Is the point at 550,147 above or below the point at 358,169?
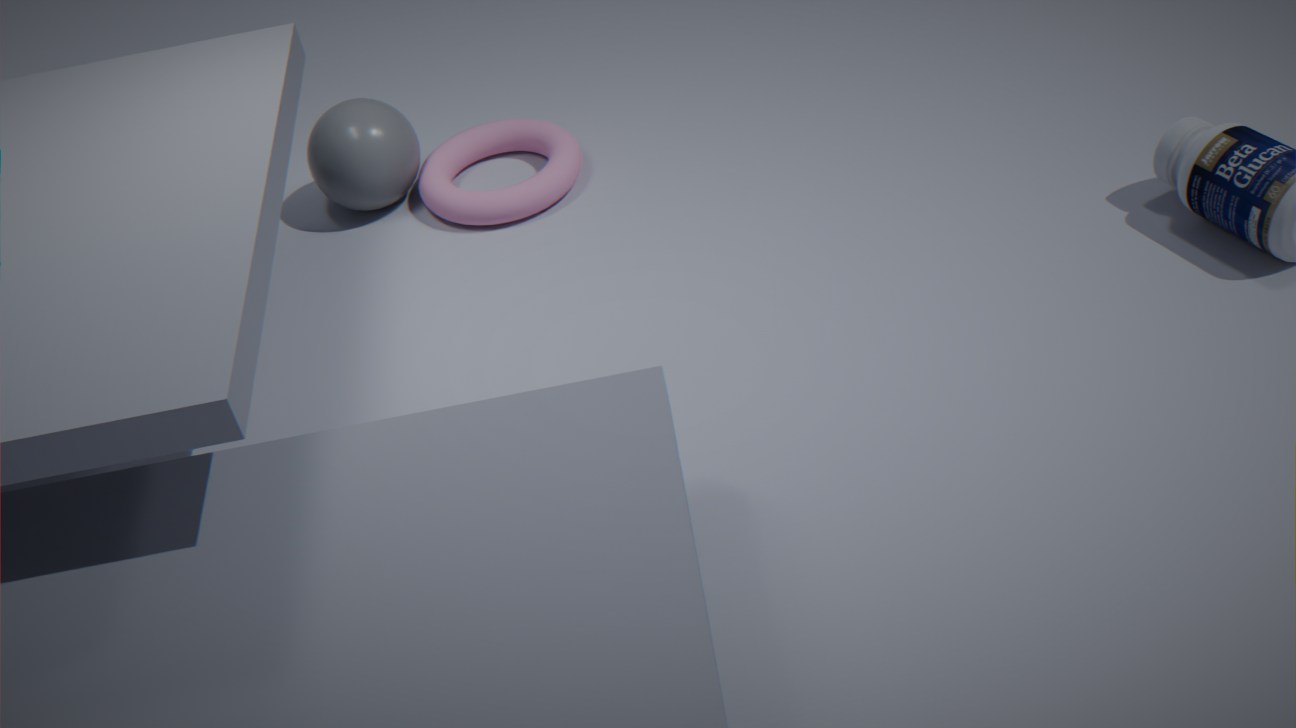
below
